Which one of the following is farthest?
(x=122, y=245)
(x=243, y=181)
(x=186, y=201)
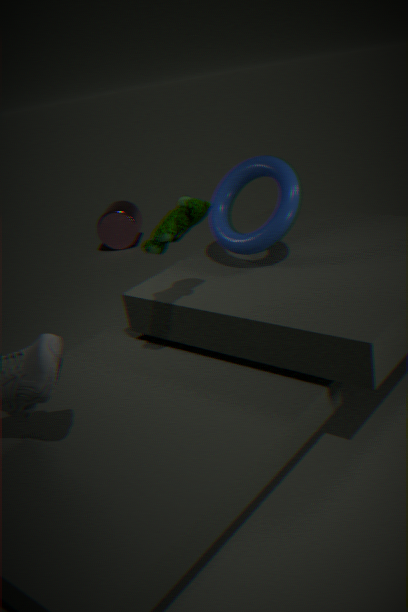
(x=122, y=245)
